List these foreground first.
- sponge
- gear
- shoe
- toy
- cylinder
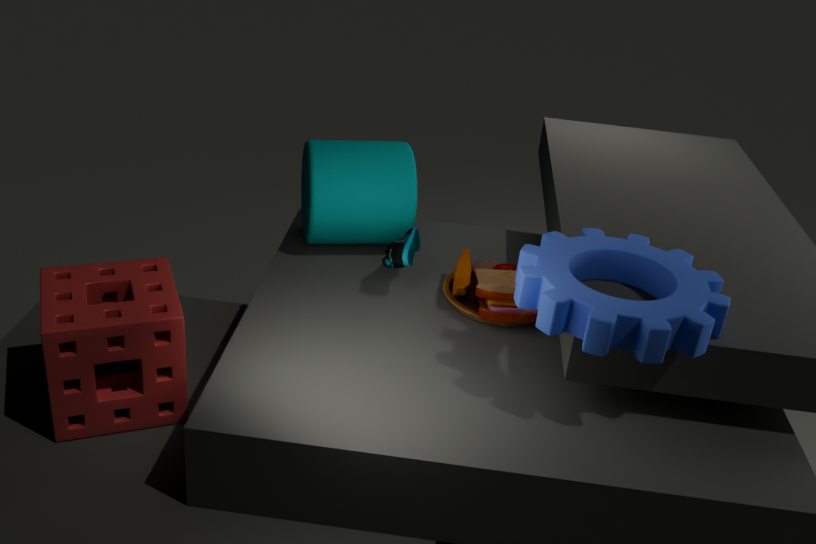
gear → sponge → toy → shoe → cylinder
